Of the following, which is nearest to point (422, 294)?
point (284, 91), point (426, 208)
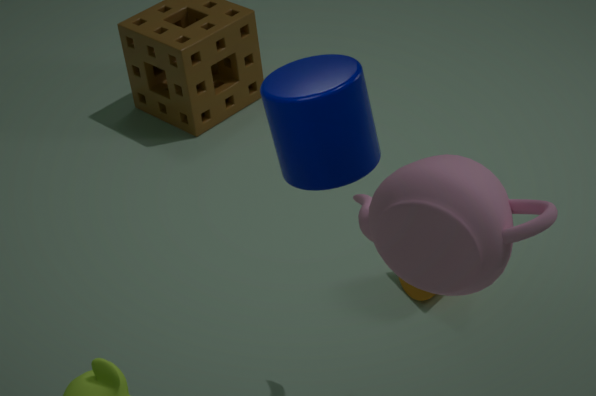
point (426, 208)
